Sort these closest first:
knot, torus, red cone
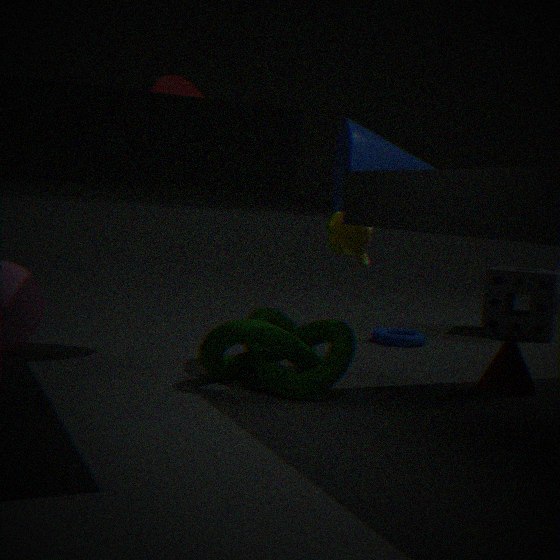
knot, red cone, torus
